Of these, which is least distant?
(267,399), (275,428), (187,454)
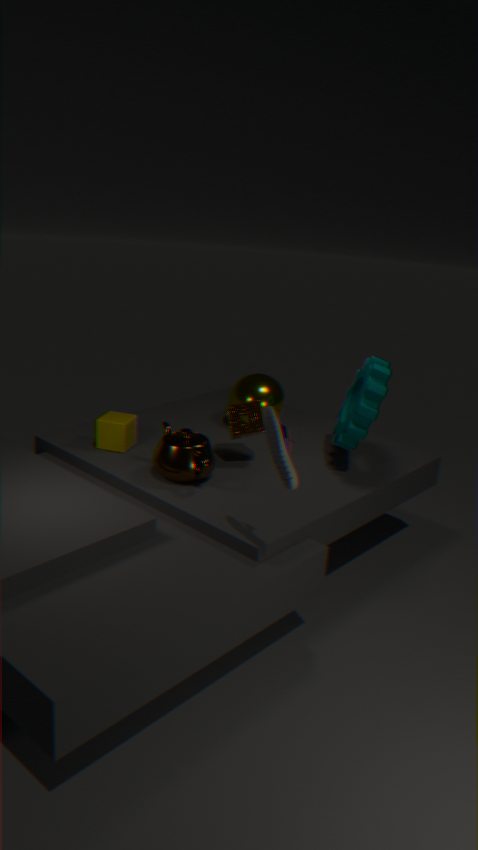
(275,428)
